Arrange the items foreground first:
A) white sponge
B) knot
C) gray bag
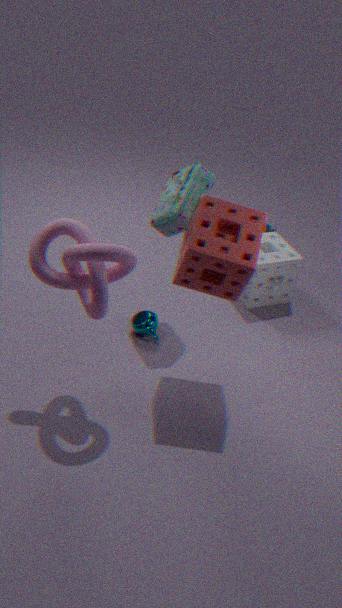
1. knot
2. gray bag
3. white sponge
